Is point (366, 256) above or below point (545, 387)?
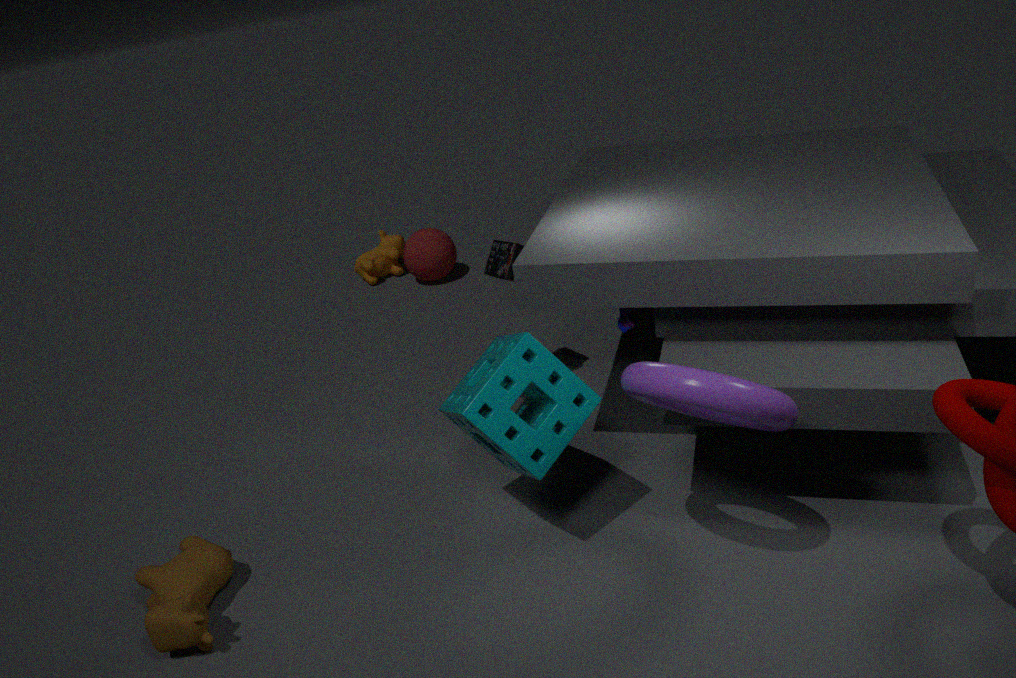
below
